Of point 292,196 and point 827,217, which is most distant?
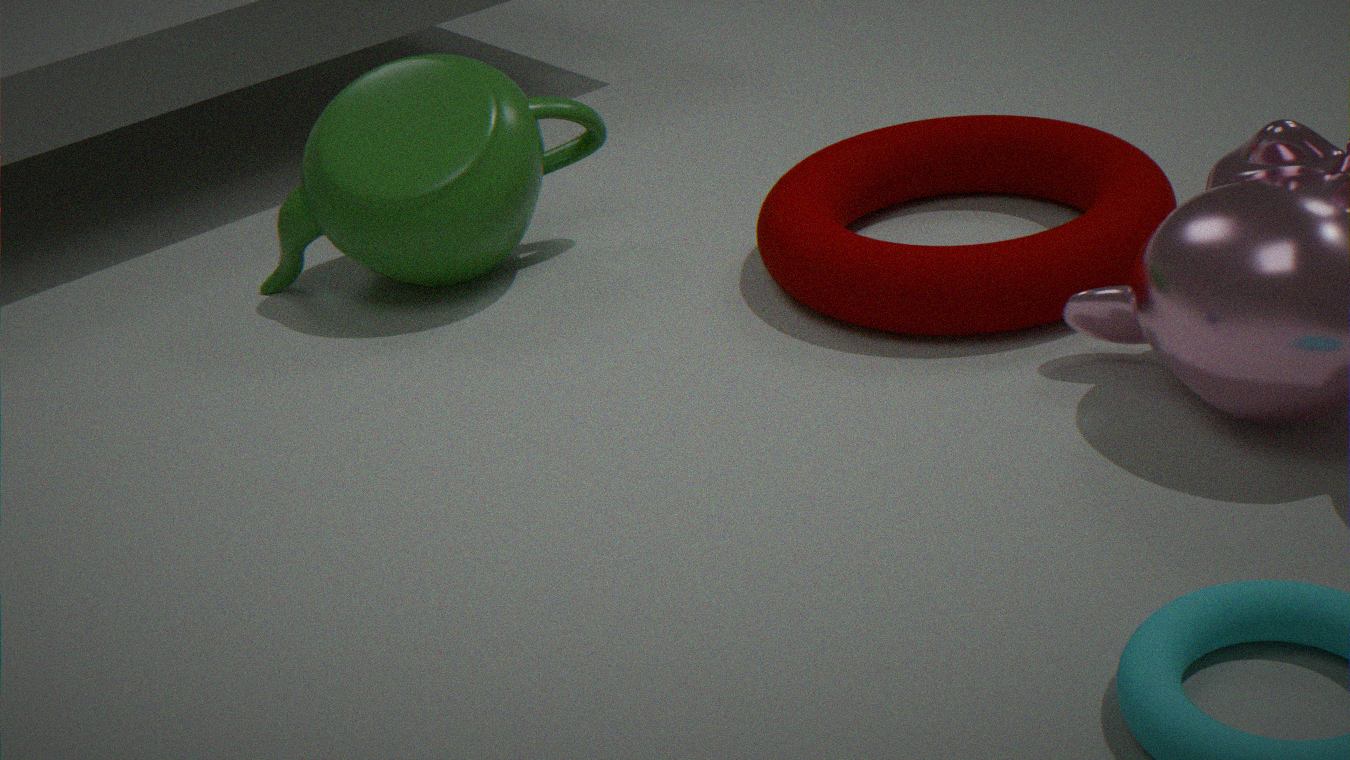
point 292,196
